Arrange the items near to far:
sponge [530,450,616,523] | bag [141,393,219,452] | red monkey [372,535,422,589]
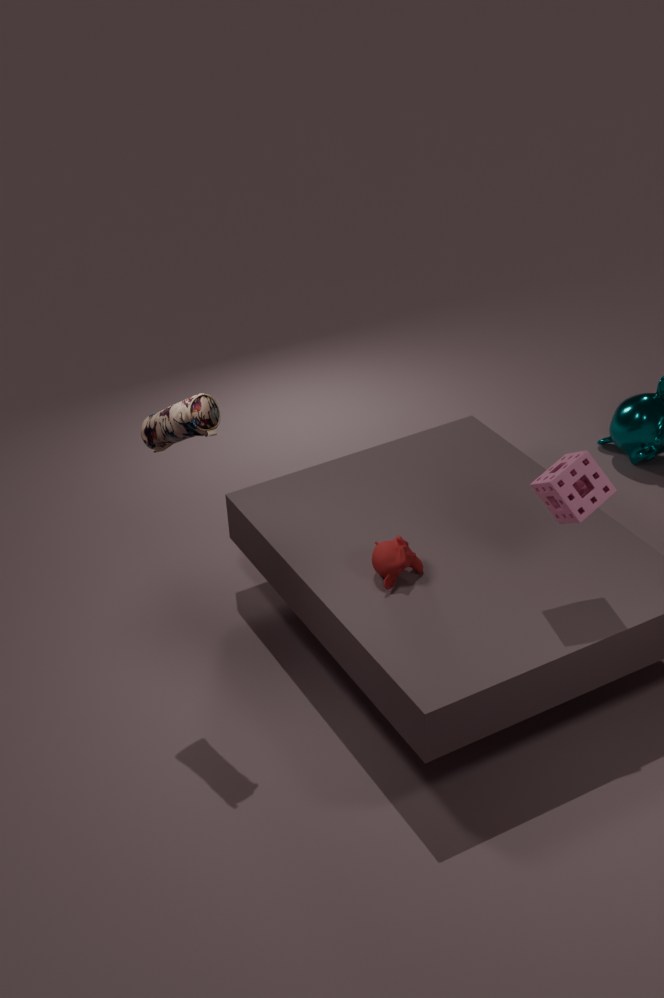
bag [141,393,219,452] < sponge [530,450,616,523] < red monkey [372,535,422,589]
